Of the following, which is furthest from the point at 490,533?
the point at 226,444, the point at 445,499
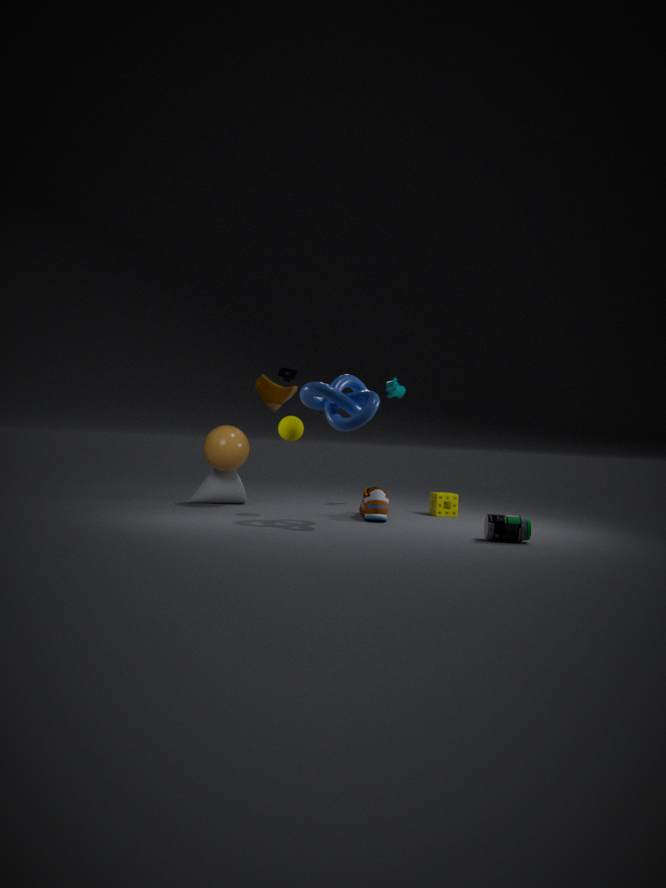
the point at 226,444
